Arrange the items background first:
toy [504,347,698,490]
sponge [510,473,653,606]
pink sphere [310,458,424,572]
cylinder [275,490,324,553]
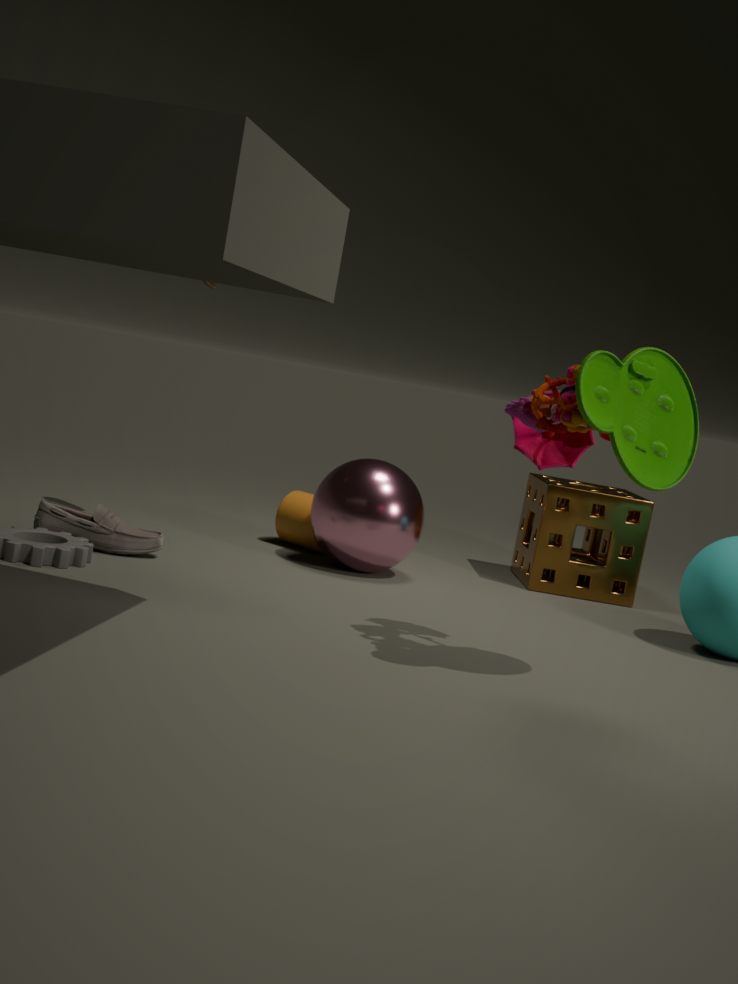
sponge [510,473,653,606] → cylinder [275,490,324,553] → pink sphere [310,458,424,572] → toy [504,347,698,490]
